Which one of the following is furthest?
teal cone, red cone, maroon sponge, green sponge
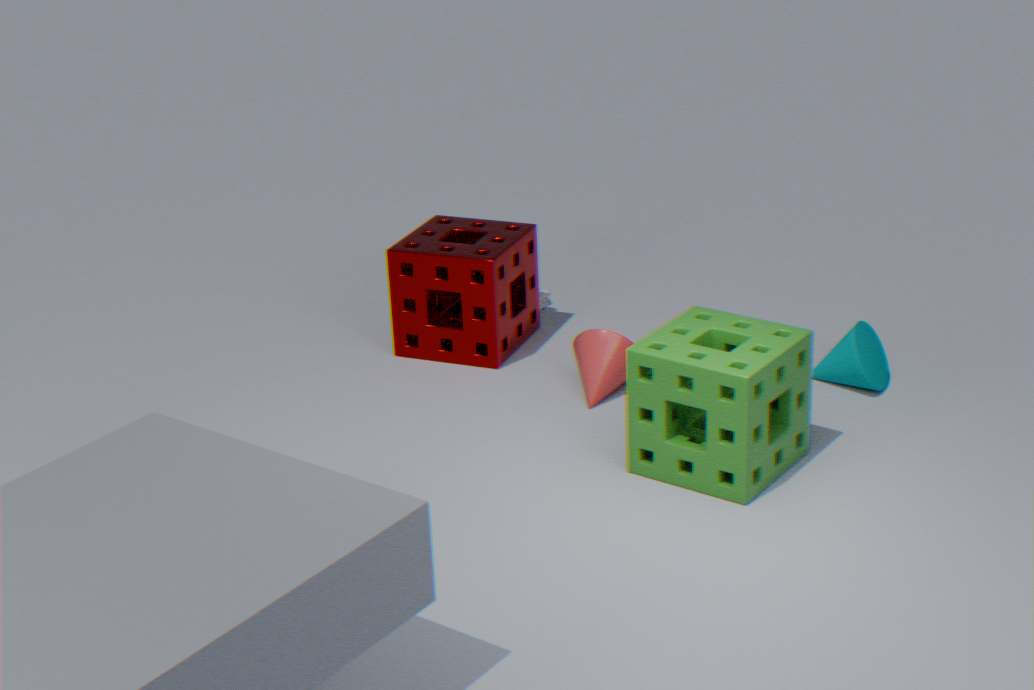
maroon sponge
